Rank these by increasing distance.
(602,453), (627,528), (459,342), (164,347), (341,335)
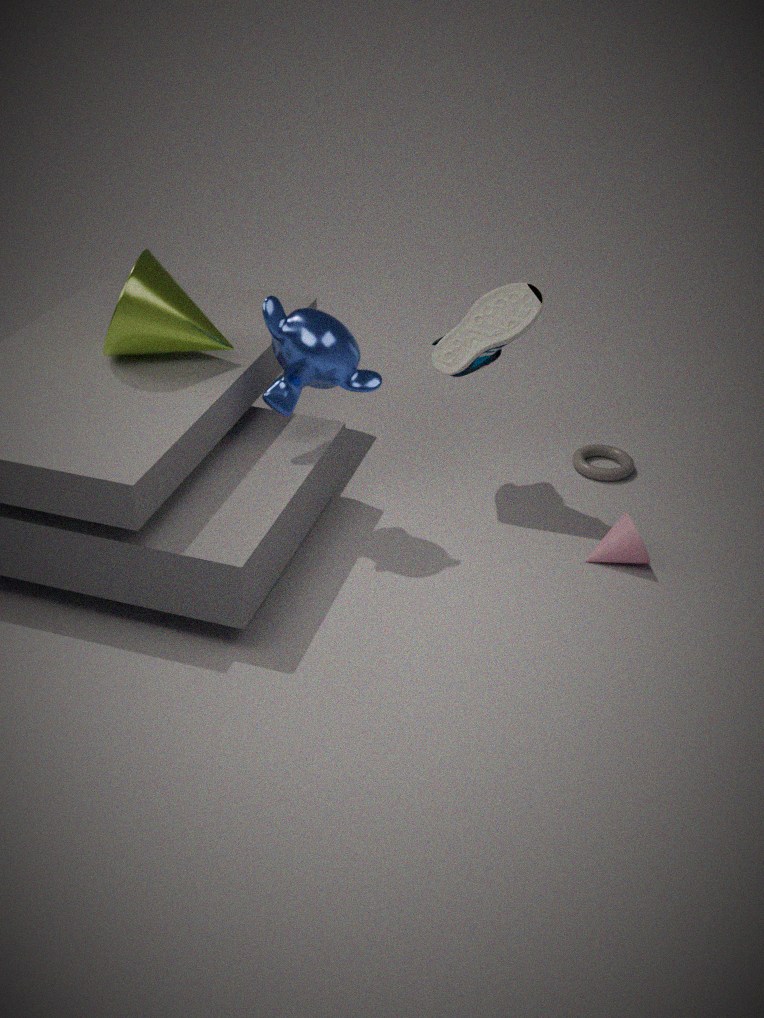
(341,335) < (164,347) < (627,528) < (459,342) < (602,453)
